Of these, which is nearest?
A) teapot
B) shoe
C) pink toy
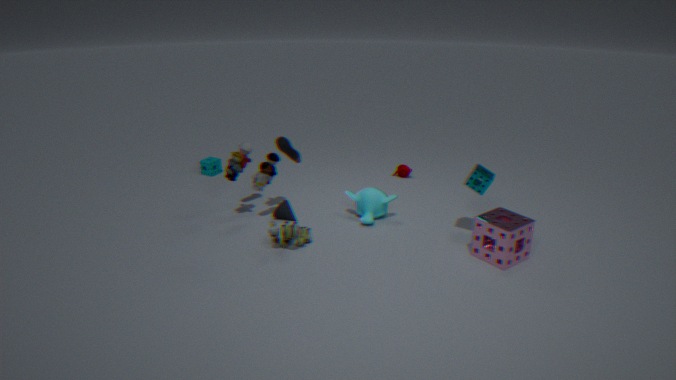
shoe
